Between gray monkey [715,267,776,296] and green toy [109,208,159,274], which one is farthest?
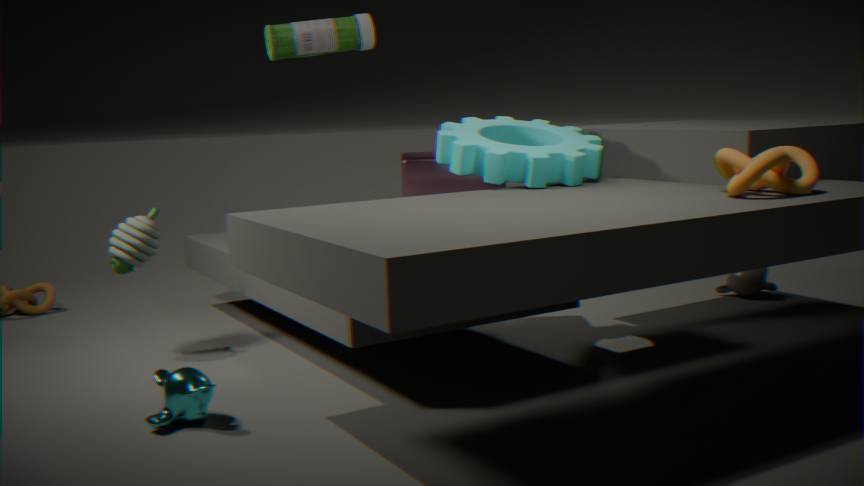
gray monkey [715,267,776,296]
